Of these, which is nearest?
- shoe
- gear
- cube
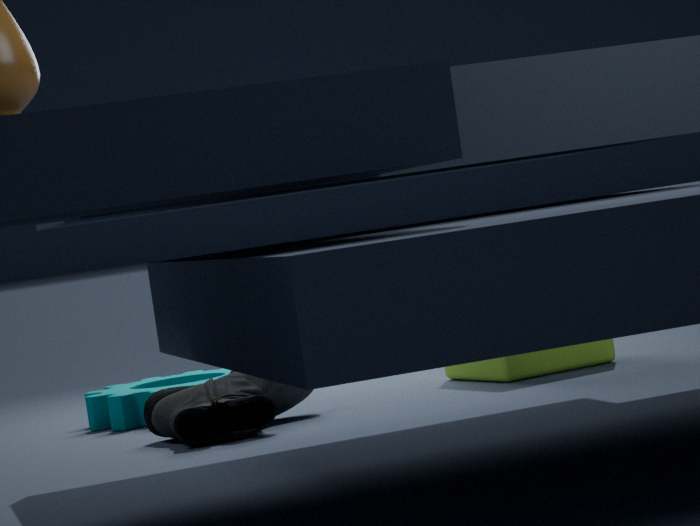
shoe
